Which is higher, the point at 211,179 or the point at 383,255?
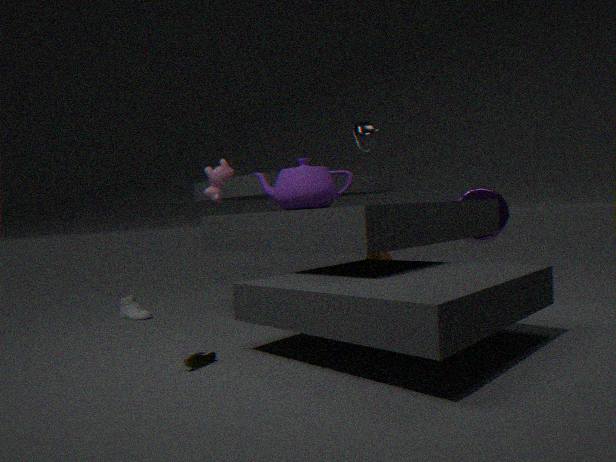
the point at 211,179
